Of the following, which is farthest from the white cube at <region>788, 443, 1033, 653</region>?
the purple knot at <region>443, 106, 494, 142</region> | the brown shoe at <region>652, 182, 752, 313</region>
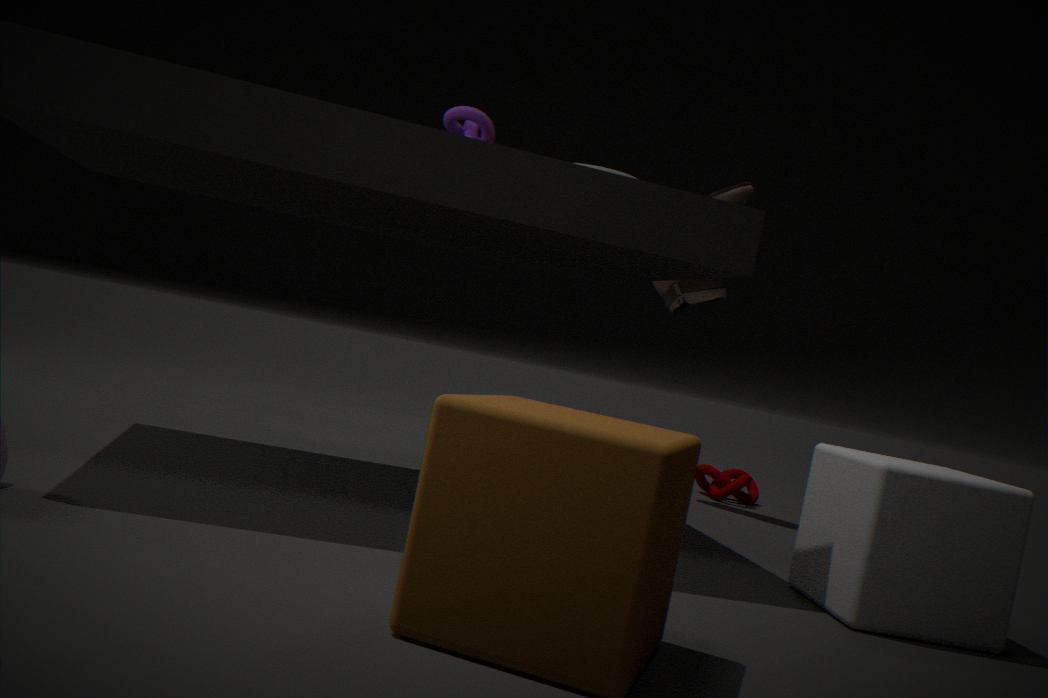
the purple knot at <region>443, 106, 494, 142</region>
